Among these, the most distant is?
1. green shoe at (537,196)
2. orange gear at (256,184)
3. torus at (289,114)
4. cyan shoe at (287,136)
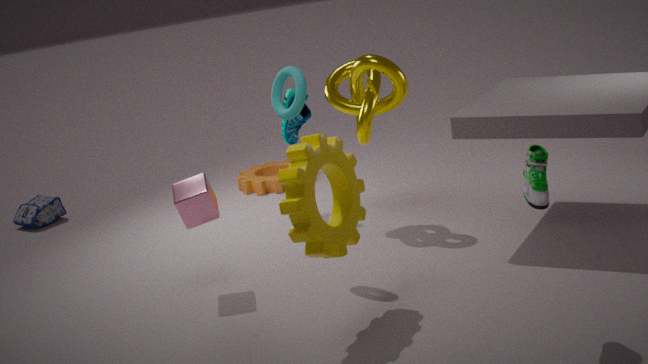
orange gear at (256,184)
